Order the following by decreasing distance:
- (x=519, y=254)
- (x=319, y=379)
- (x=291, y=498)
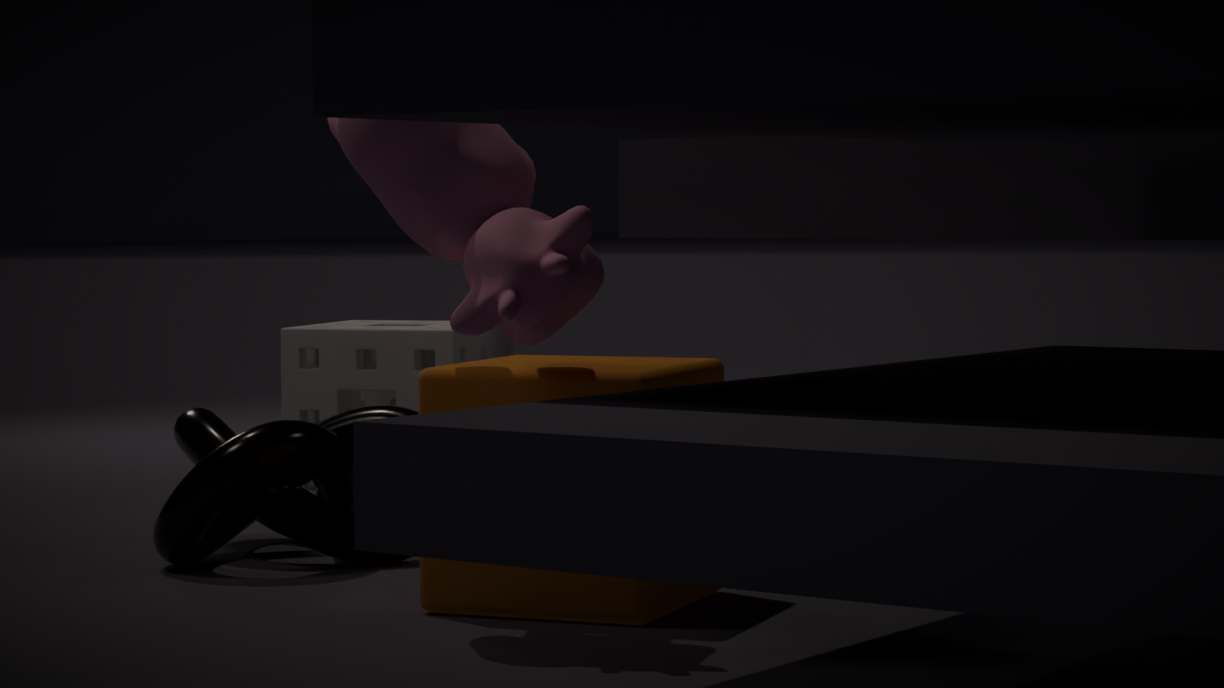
(x=319, y=379)
(x=291, y=498)
(x=519, y=254)
